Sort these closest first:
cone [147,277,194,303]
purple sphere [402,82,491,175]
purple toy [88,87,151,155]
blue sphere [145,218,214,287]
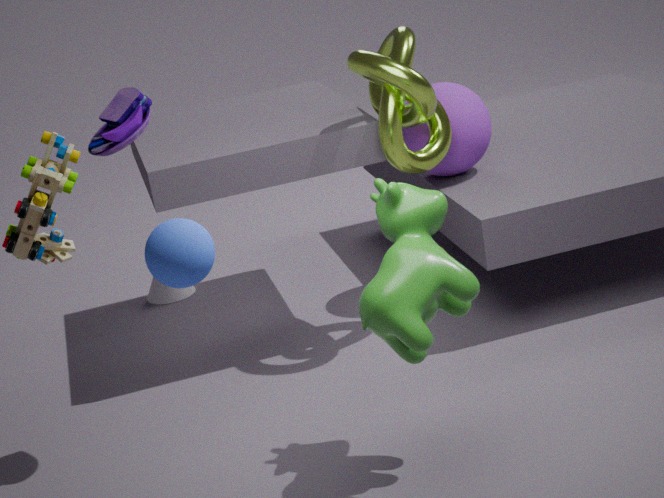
1. blue sphere [145,218,214,287]
2. purple toy [88,87,151,155]
3. purple sphere [402,82,491,175]
4. cone [147,277,194,303]
